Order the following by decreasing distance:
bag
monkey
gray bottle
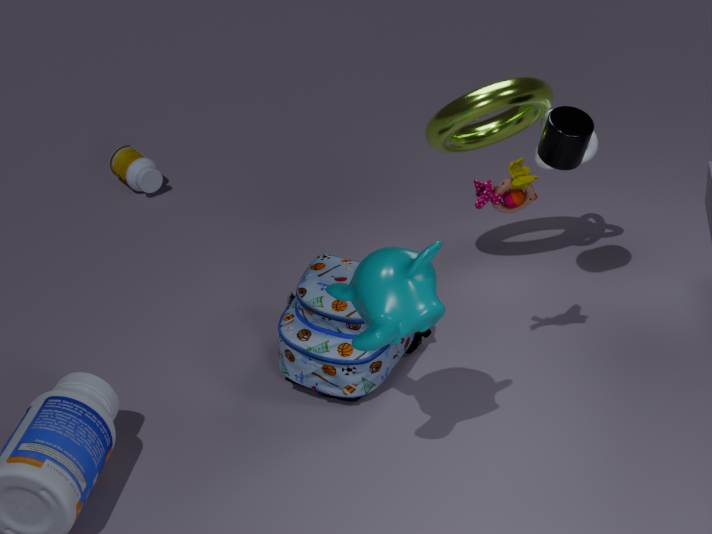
gray bottle, bag, monkey
